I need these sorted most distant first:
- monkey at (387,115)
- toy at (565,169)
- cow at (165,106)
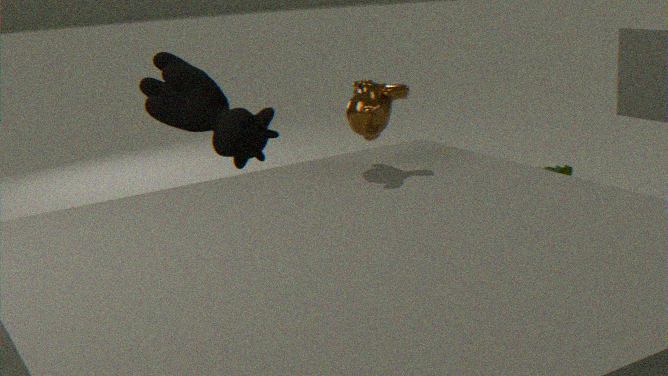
toy at (565,169), cow at (165,106), monkey at (387,115)
